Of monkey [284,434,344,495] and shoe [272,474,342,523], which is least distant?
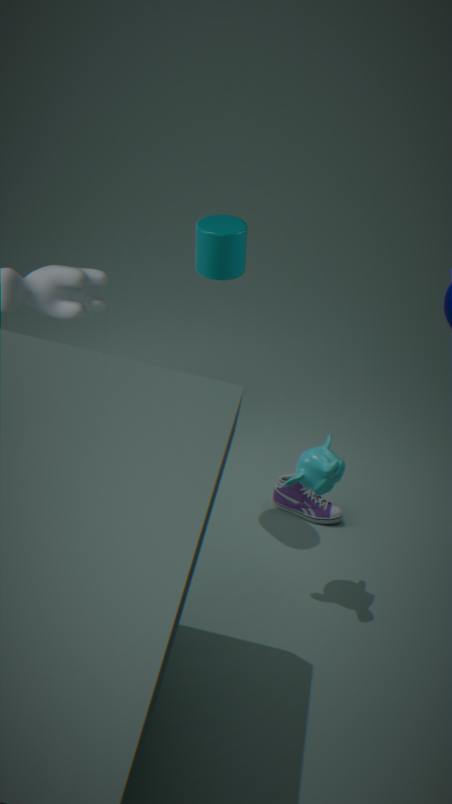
monkey [284,434,344,495]
